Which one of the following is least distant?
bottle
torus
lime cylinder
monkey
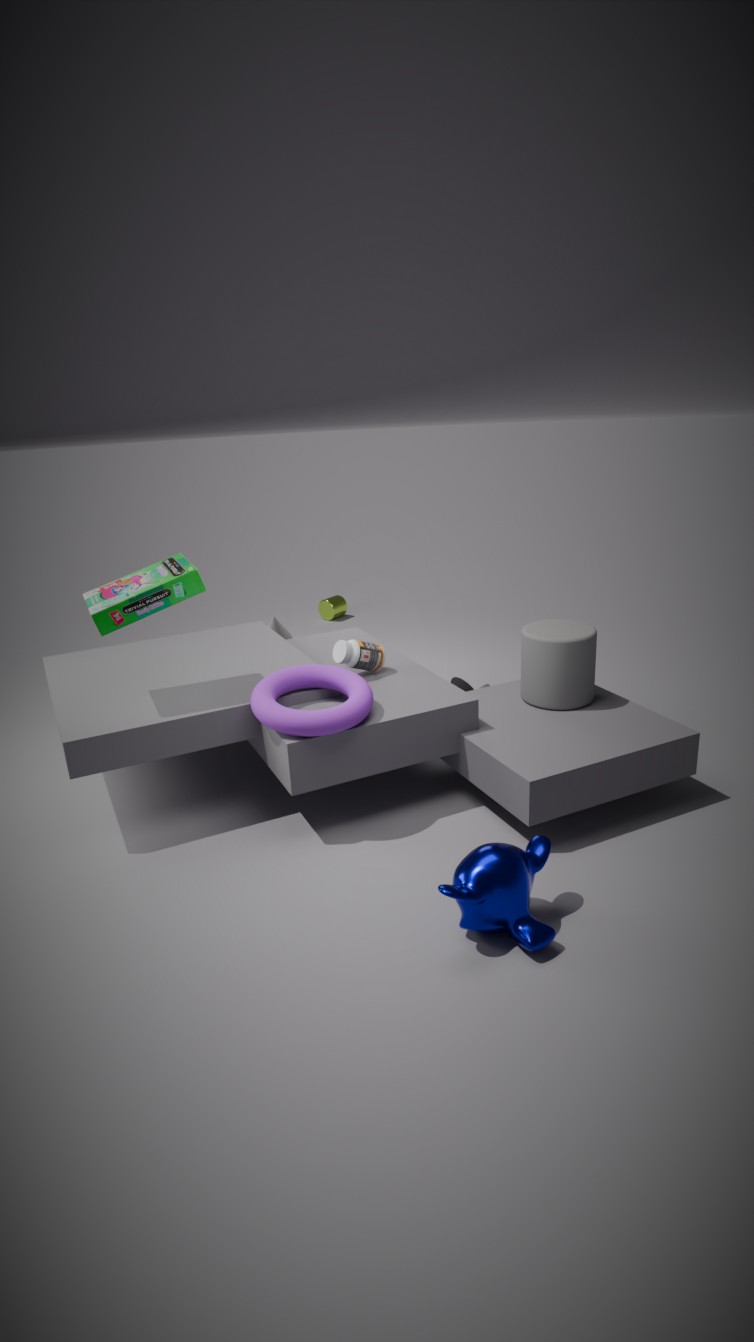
monkey
